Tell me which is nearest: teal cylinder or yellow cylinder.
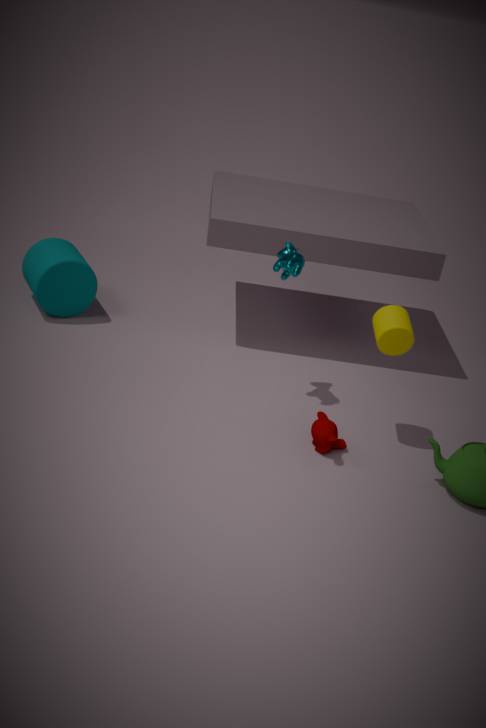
yellow cylinder
